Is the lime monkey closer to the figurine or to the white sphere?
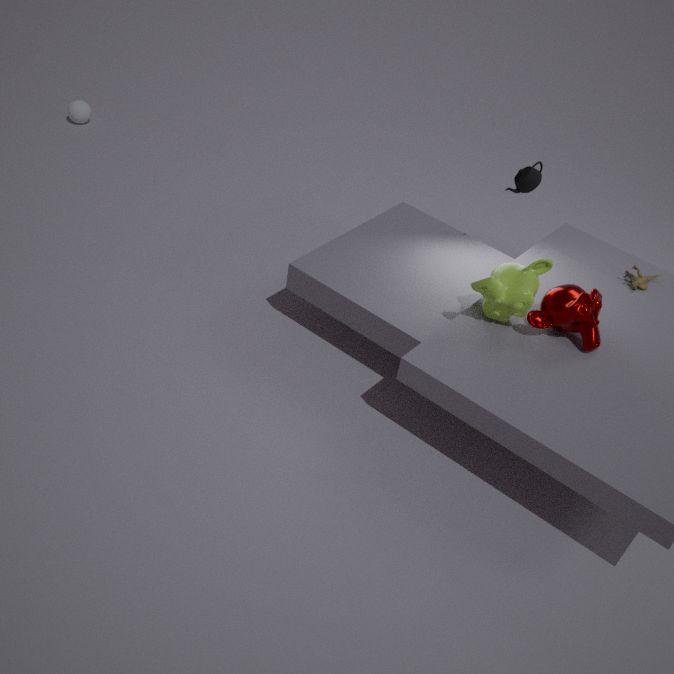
the figurine
